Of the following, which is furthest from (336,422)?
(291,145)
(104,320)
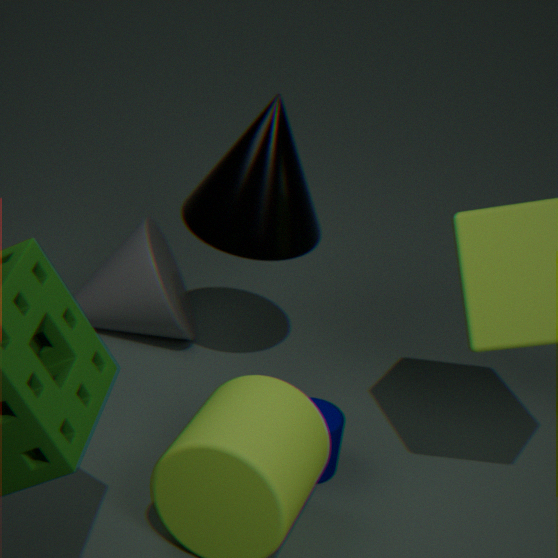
(104,320)
